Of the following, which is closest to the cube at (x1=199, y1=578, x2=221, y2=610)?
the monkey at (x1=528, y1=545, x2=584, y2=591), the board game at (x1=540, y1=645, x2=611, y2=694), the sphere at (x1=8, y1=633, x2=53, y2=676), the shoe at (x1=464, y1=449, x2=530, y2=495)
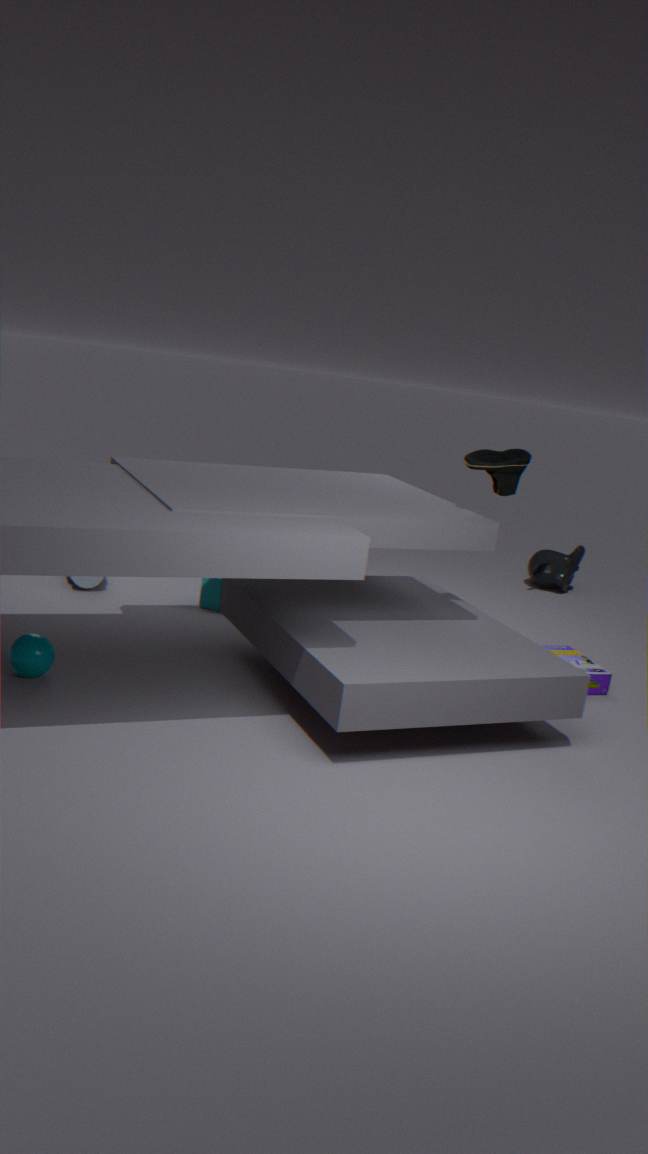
the sphere at (x1=8, y1=633, x2=53, y2=676)
